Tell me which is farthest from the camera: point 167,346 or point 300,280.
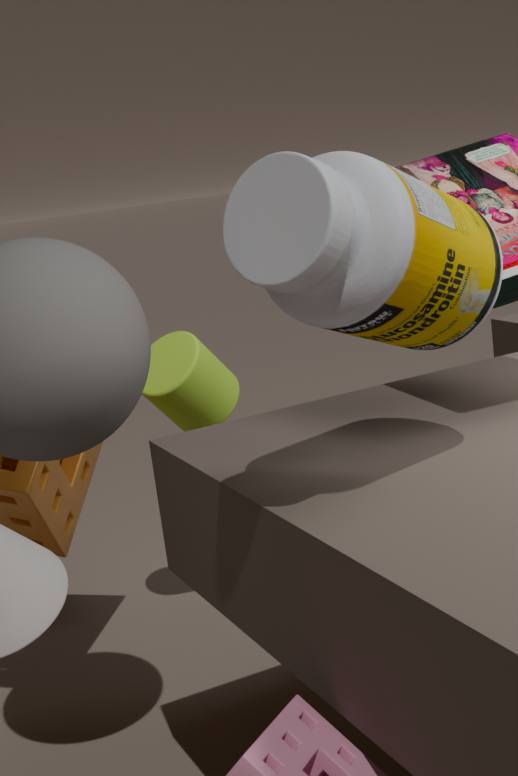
point 167,346
